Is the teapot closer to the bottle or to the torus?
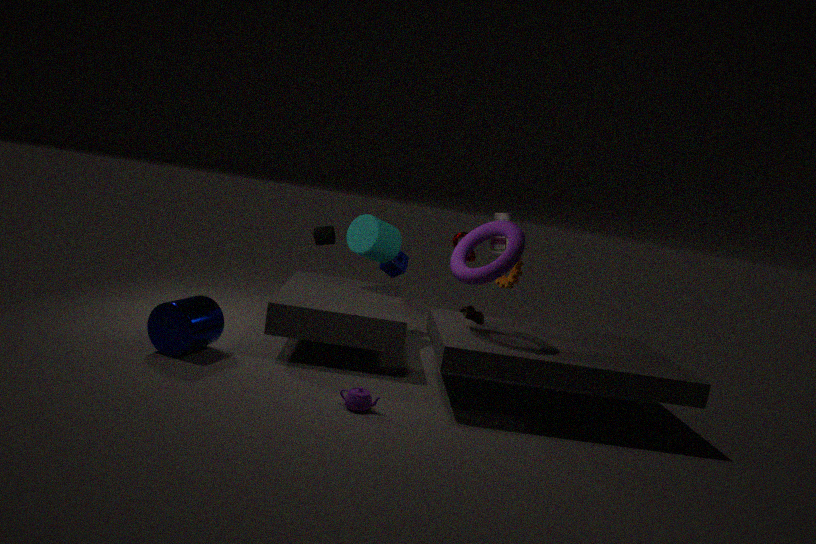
the torus
